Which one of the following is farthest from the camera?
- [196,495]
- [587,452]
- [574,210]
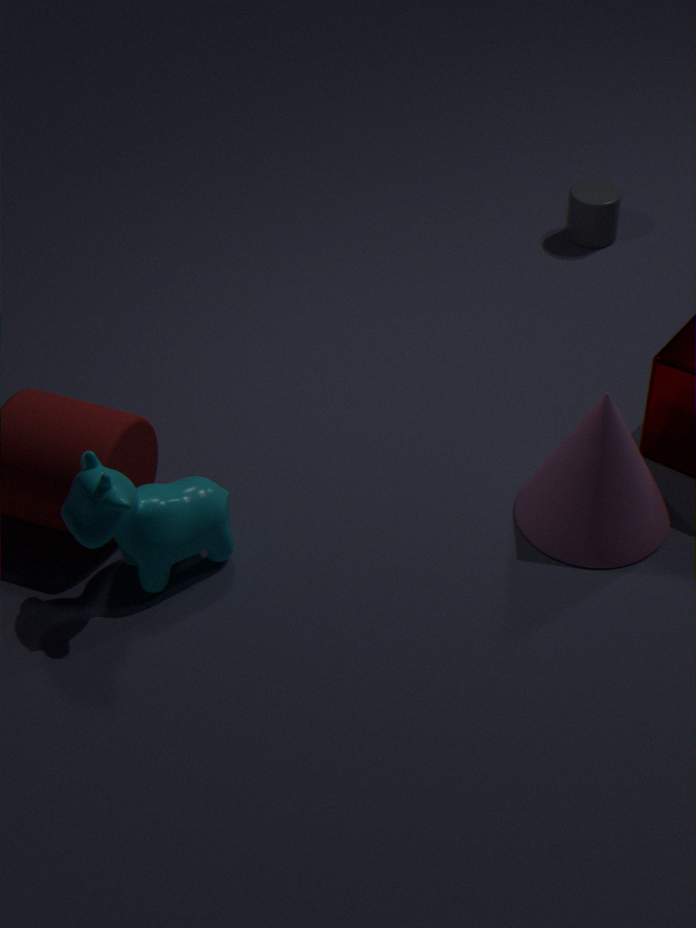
[574,210]
